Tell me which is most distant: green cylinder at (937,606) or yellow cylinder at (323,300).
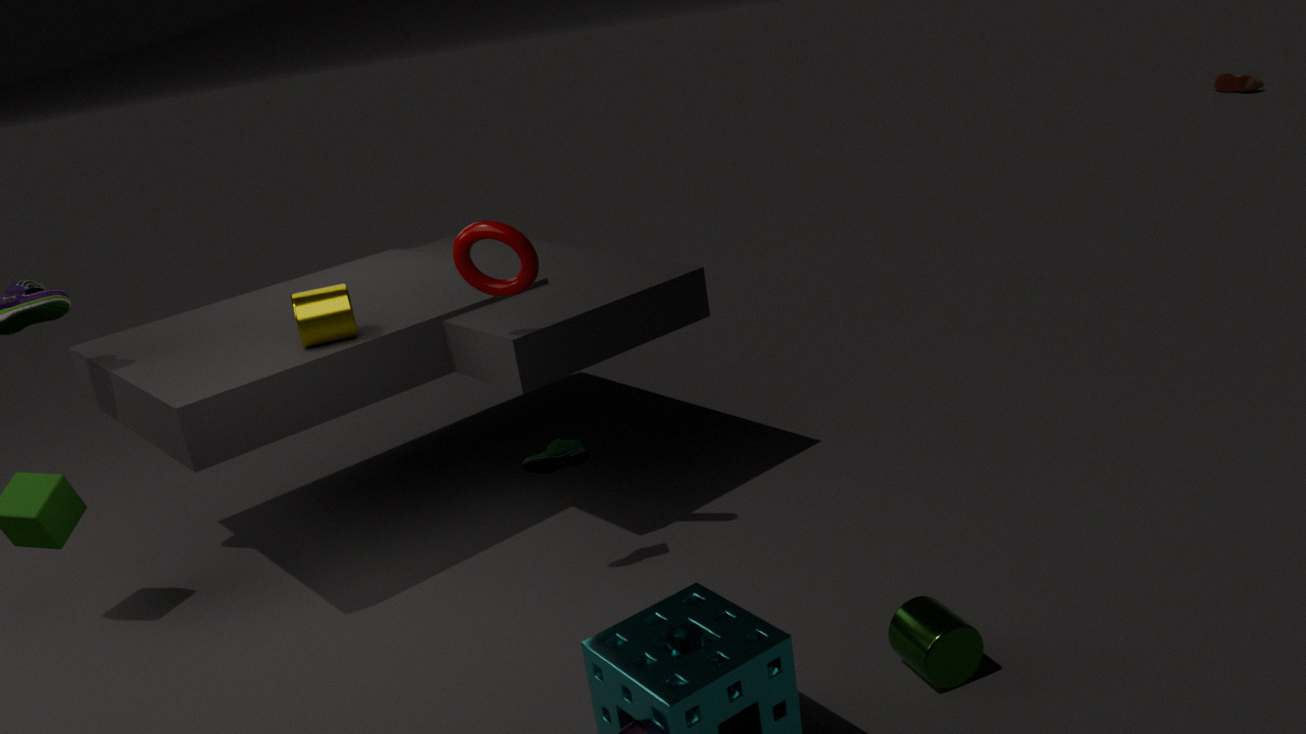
yellow cylinder at (323,300)
